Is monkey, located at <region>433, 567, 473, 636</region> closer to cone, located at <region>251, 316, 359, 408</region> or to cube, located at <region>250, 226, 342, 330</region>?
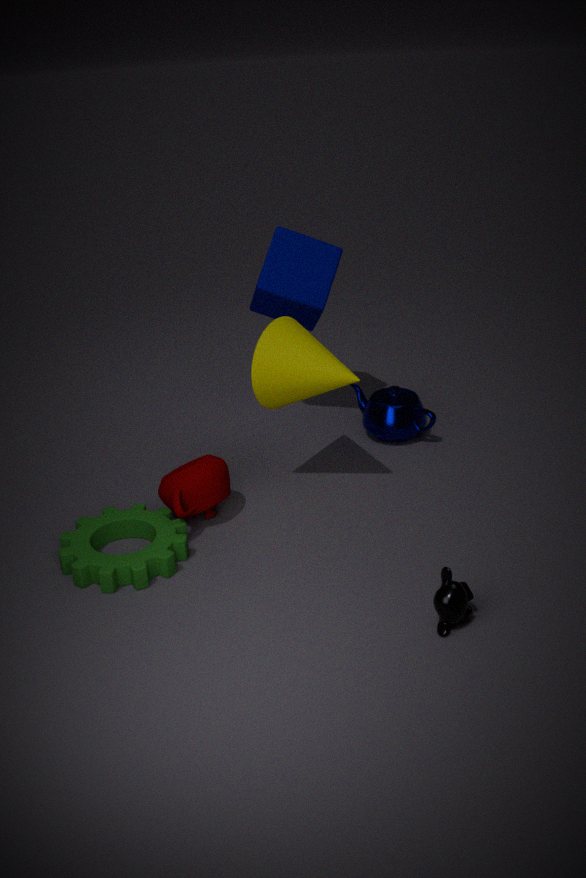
cone, located at <region>251, 316, 359, 408</region>
